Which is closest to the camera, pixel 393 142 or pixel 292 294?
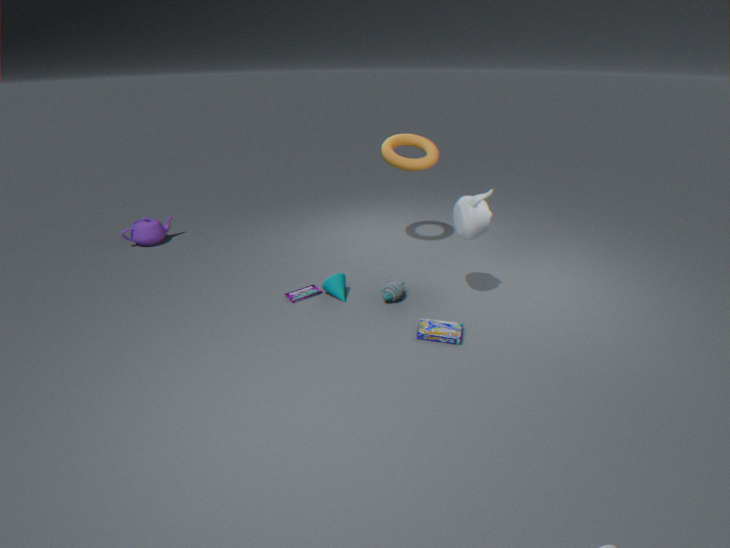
pixel 292 294
